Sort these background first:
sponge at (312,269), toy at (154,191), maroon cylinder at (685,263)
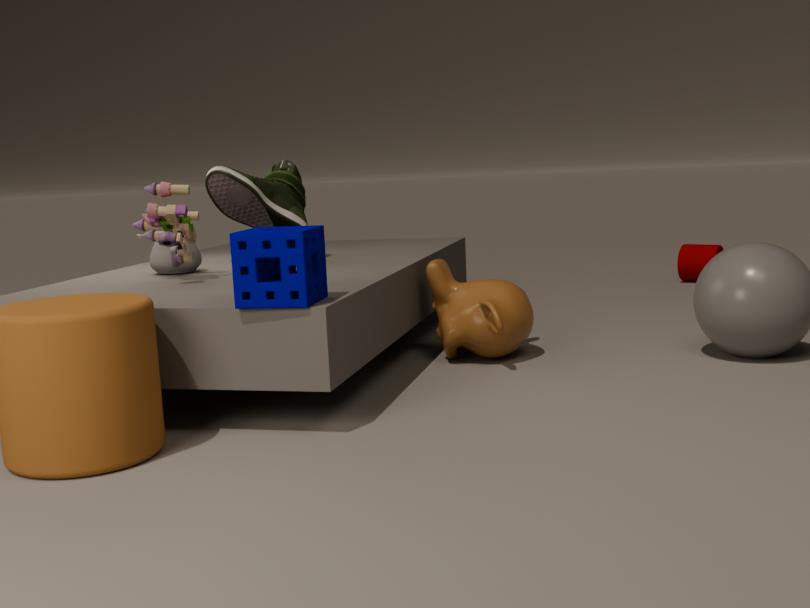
maroon cylinder at (685,263), toy at (154,191), sponge at (312,269)
